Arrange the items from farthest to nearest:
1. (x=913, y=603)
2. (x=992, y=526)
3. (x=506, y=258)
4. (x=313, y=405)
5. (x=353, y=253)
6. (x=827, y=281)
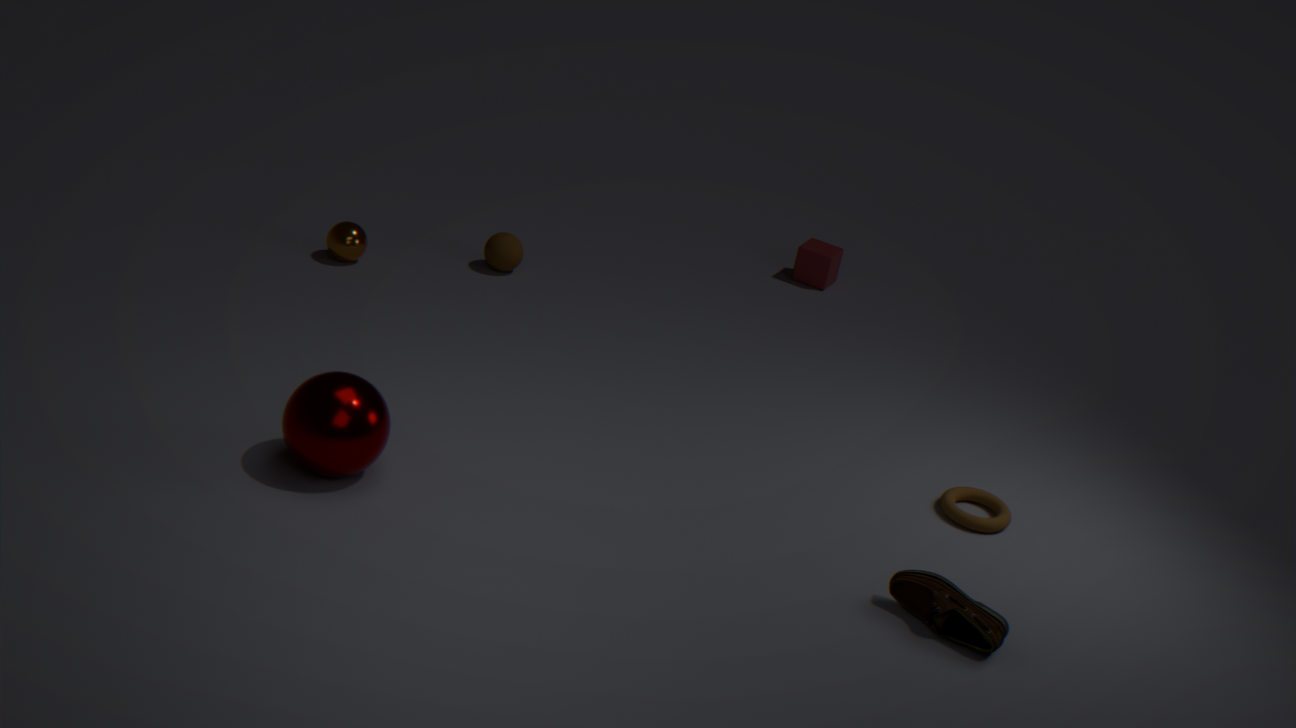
(x=827, y=281)
(x=506, y=258)
(x=353, y=253)
(x=992, y=526)
(x=913, y=603)
(x=313, y=405)
